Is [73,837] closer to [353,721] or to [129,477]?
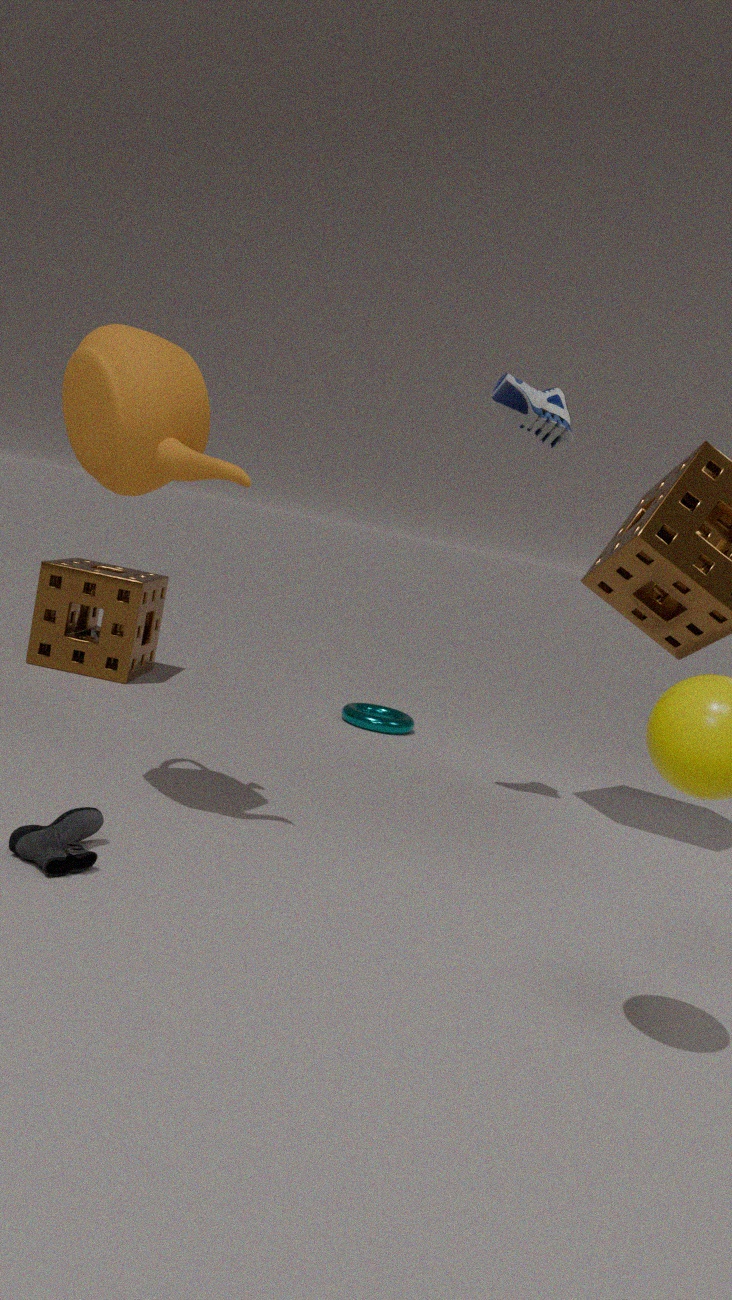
[129,477]
